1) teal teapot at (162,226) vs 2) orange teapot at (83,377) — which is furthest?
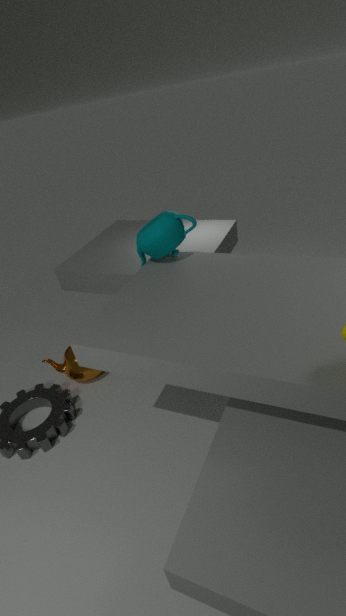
2. orange teapot at (83,377)
